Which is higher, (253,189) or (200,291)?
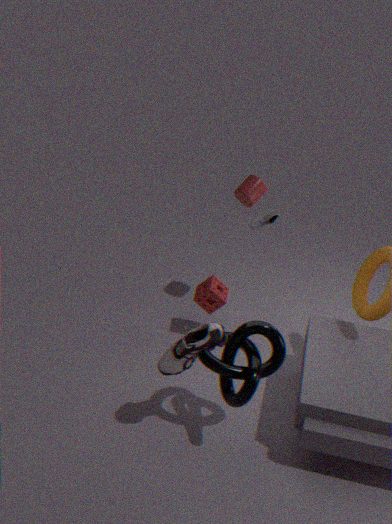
(253,189)
